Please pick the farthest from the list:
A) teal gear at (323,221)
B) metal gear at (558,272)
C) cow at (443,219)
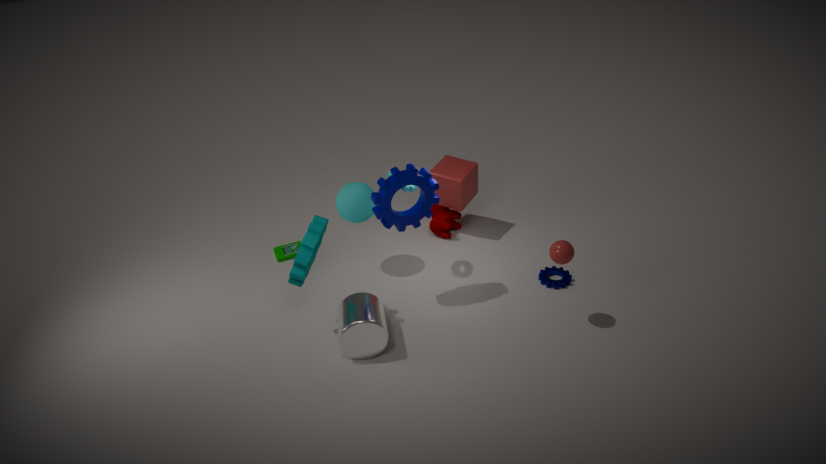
cow at (443,219)
